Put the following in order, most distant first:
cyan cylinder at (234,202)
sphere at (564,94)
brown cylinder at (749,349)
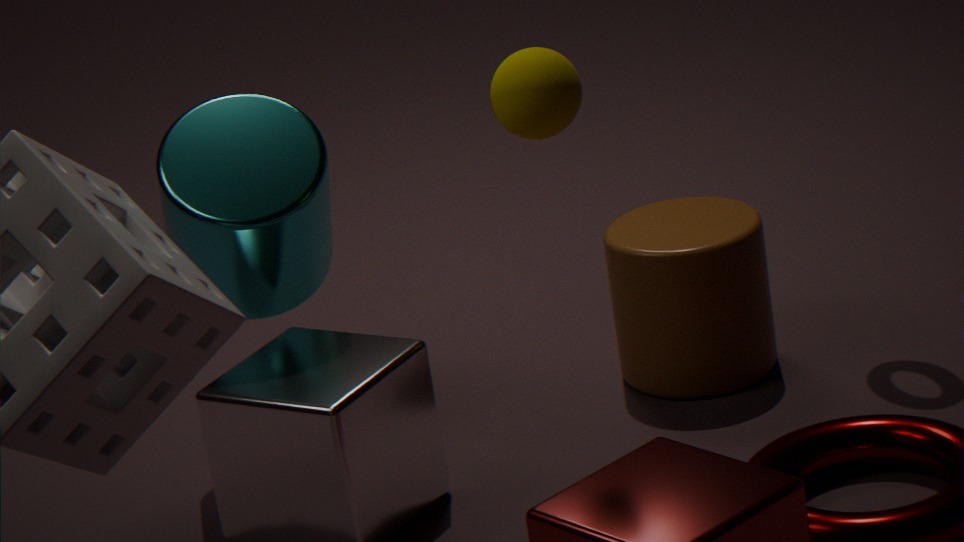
1. brown cylinder at (749,349)
2. cyan cylinder at (234,202)
3. sphere at (564,94)
